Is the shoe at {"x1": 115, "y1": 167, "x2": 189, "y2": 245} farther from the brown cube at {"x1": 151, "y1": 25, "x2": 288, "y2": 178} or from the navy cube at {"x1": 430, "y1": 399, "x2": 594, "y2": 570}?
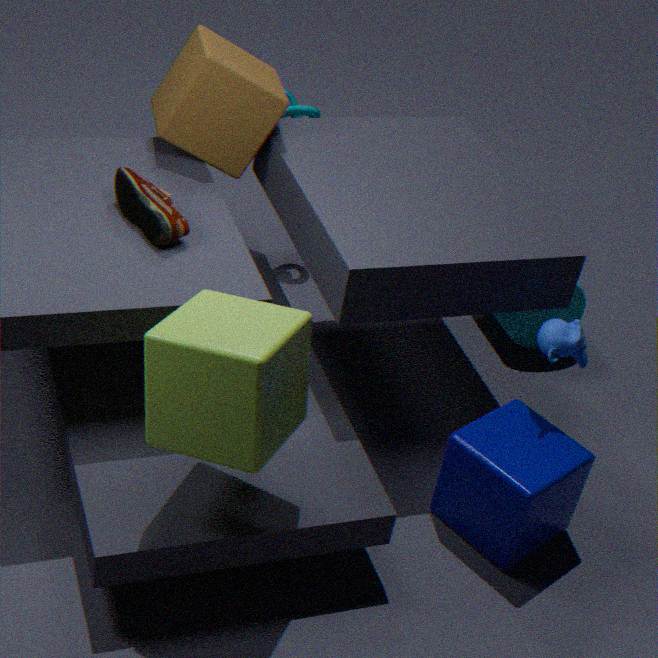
the navy cube at {"x1": 430, "y1": 399, "x2": 594, "y2": 570}
